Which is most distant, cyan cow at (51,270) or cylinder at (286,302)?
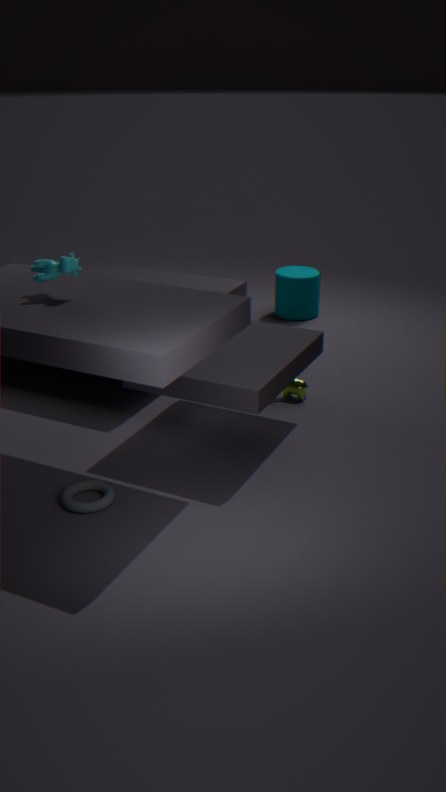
cylinder at (286,302)
